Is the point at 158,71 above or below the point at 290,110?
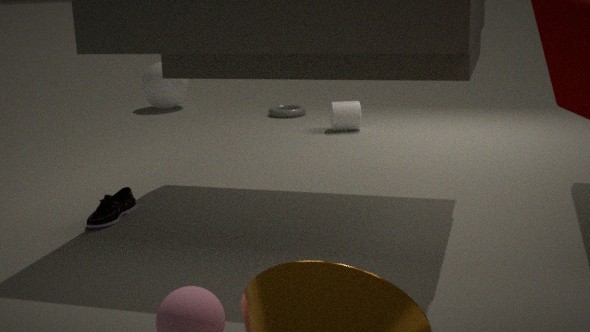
above
